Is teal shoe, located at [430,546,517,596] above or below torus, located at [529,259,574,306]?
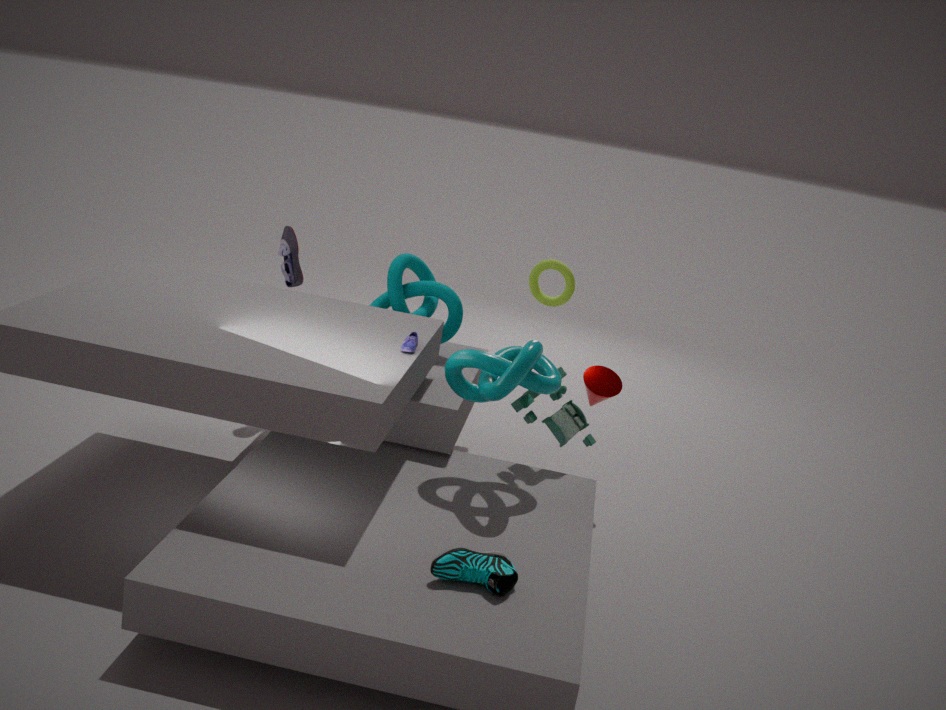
below
